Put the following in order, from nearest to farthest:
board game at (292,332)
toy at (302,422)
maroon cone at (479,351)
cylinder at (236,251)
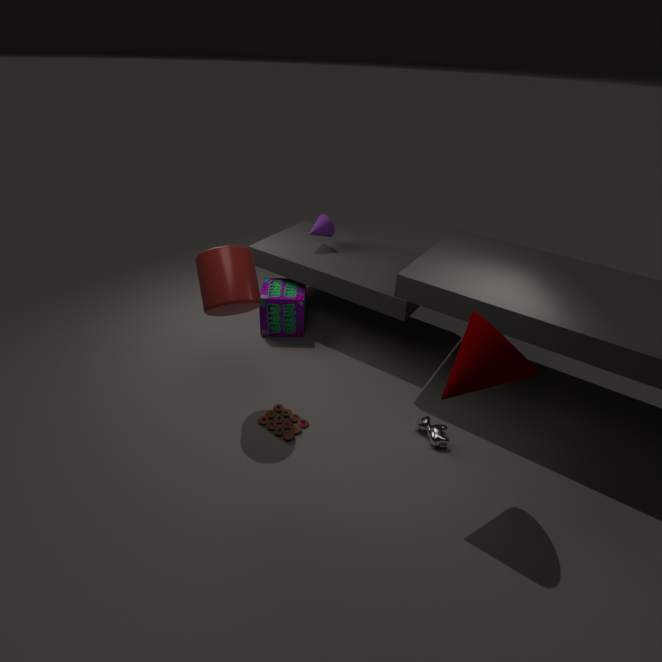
1. maroon cone at (479,351)
2. cylinder at (236,251)
3. toy at (302,422)
4. board game at (292,332)
